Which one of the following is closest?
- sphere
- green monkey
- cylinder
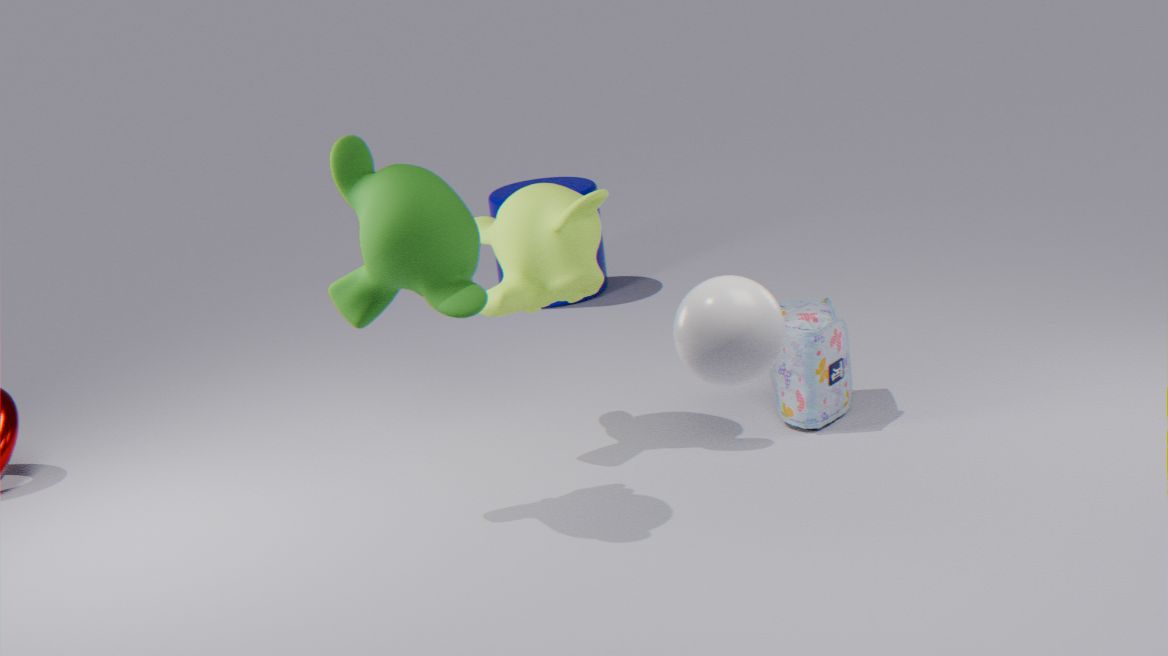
sphere
